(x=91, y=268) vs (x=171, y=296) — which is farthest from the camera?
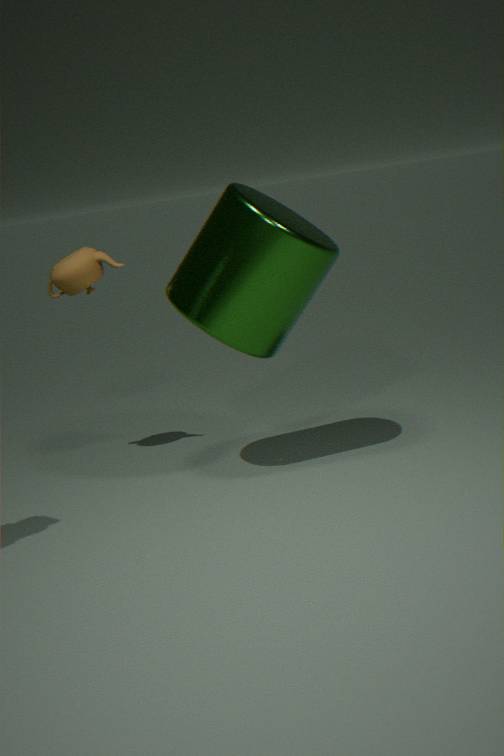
(x=91, y=268)
